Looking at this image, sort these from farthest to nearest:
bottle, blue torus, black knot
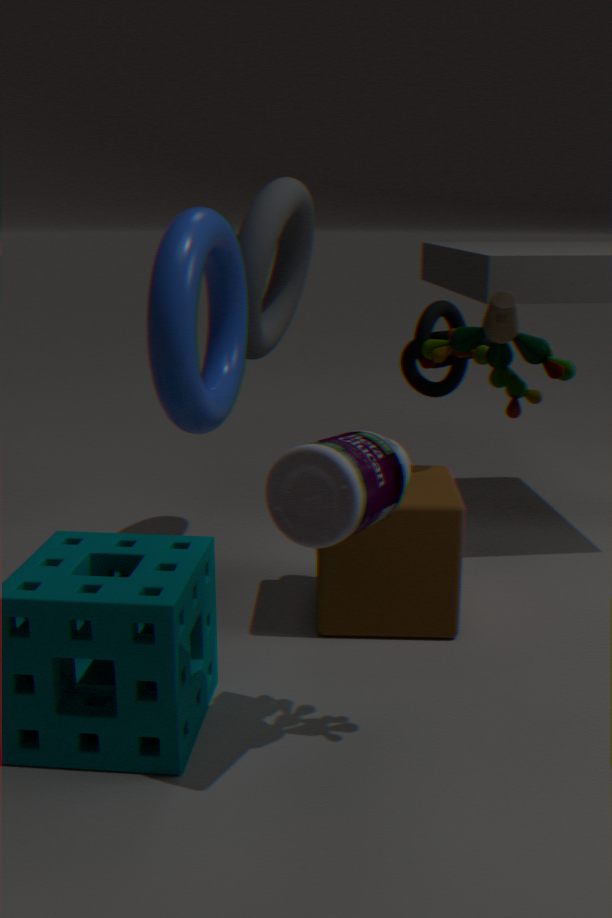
black knot → blue torus → bottle
